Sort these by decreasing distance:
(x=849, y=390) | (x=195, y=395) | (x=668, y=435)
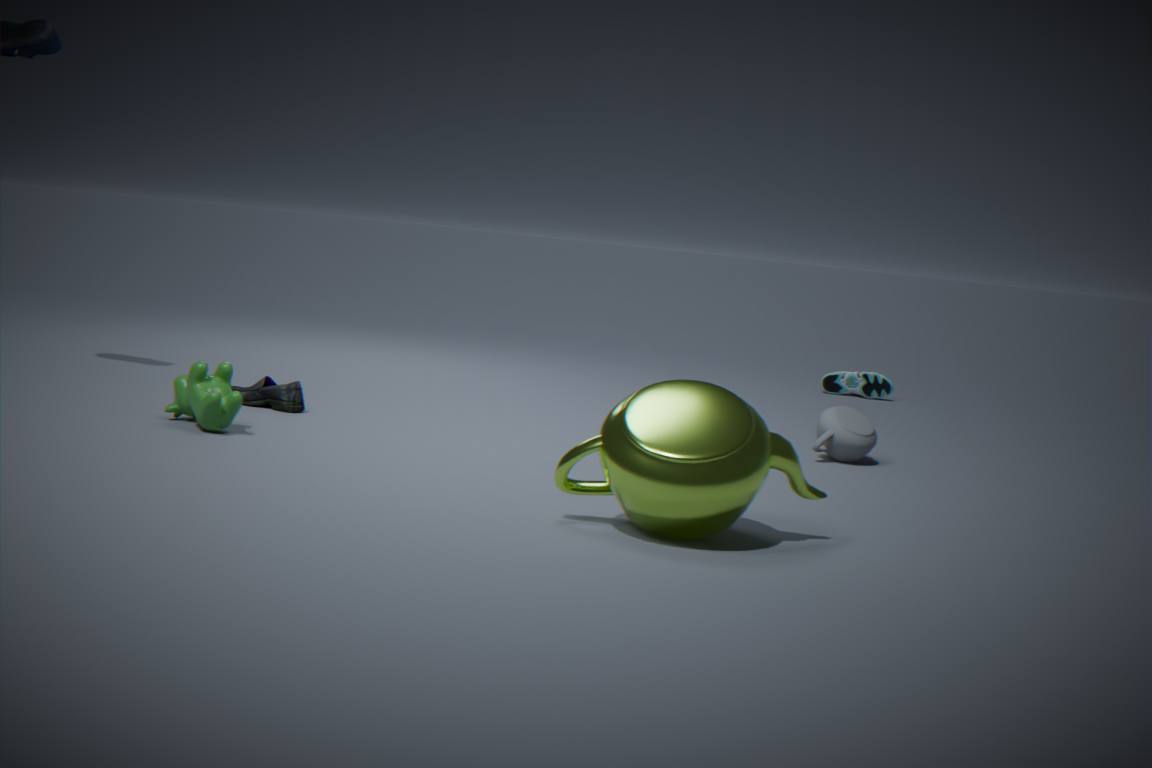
(x=849, y=390), (x=195, y=395), (x=668, y=435)
